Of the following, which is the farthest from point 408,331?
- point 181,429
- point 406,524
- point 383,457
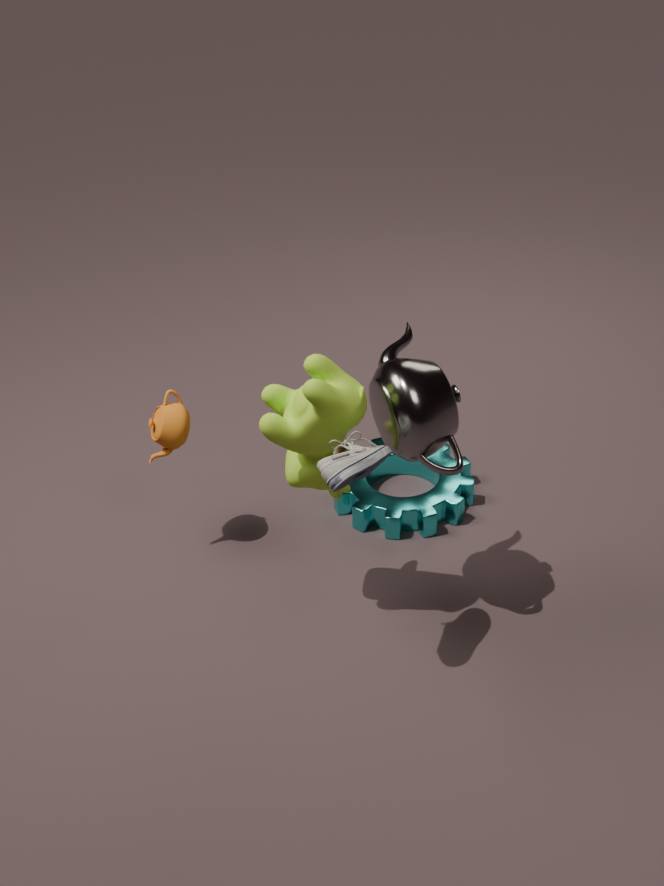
point 181,429
